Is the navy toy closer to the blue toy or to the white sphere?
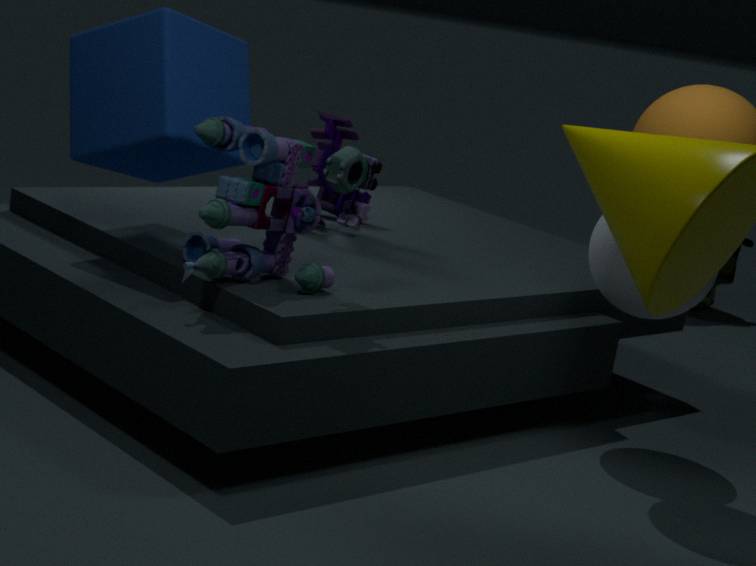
the blue toy
